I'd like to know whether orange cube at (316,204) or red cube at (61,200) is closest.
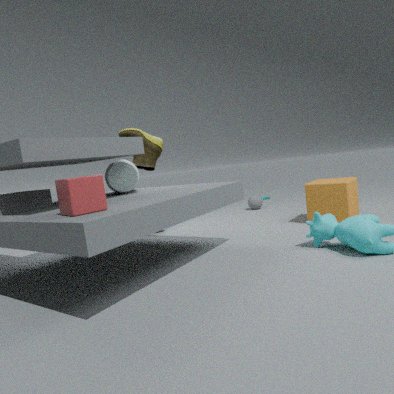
red cube at (61,200)
